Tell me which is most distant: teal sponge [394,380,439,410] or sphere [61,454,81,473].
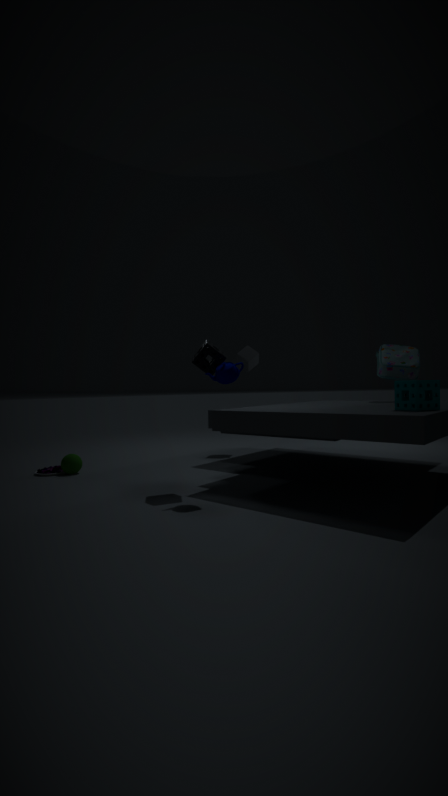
sphere [61,454,81,473]
